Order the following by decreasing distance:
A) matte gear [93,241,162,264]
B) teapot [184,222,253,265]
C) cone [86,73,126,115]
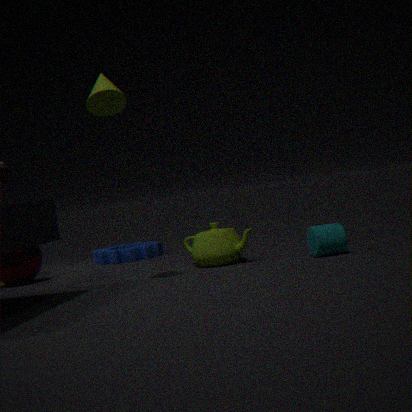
matte gear [93,241,162,264], teapot [184,222,253,265], cone [86,73,126,115]
